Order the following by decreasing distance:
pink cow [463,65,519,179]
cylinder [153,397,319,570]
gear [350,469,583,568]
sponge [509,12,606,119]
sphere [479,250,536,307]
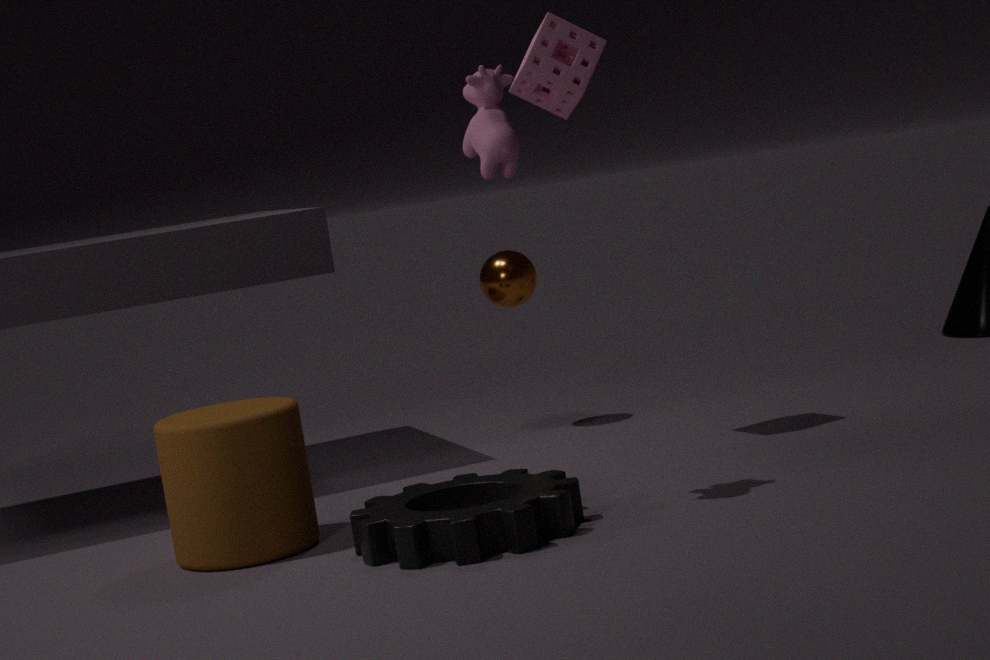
sphere [479,250,536,307] → sponge [509,12,606,119] → cylinder [153,397,319,570] → pink cow [463,65,519,179] → gear [350,469,583,568]
